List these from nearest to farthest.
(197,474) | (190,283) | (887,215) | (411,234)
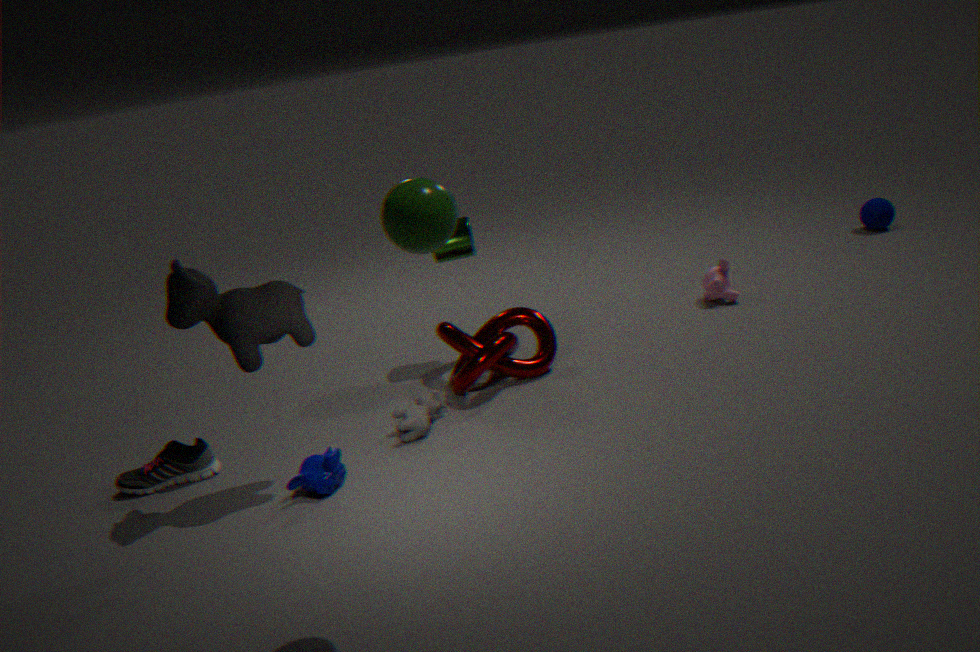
1. (411,234)
2. (190,283)
3. (197,474)
4. (887,215)
